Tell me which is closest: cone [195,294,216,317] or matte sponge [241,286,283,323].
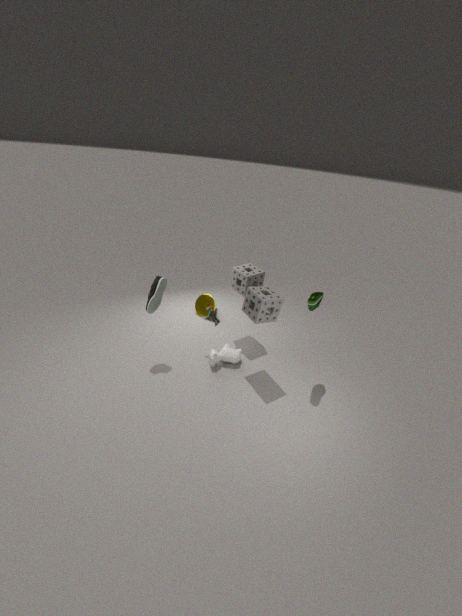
matte sponge [241,286,283,323]
